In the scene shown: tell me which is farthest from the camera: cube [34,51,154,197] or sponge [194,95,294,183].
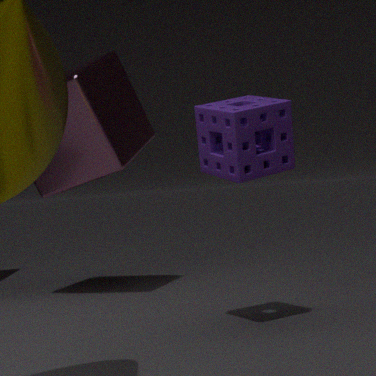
cube [34,51,154,197]
